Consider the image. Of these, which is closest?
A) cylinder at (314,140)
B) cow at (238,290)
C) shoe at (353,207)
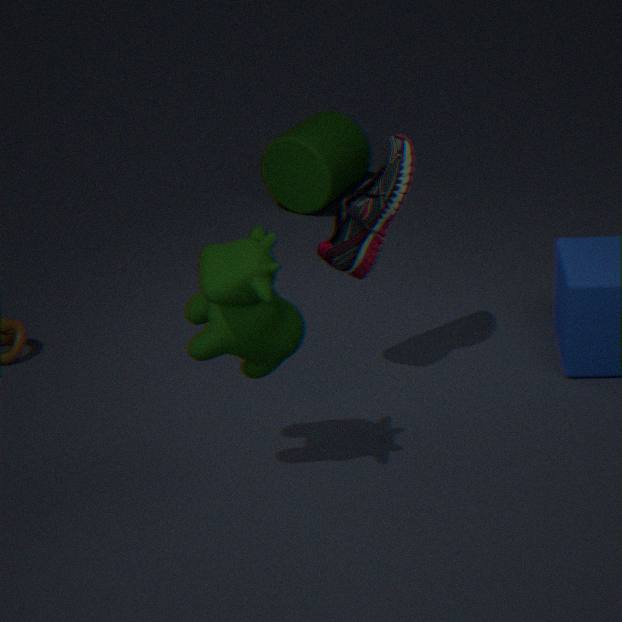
cow at (238,290)
